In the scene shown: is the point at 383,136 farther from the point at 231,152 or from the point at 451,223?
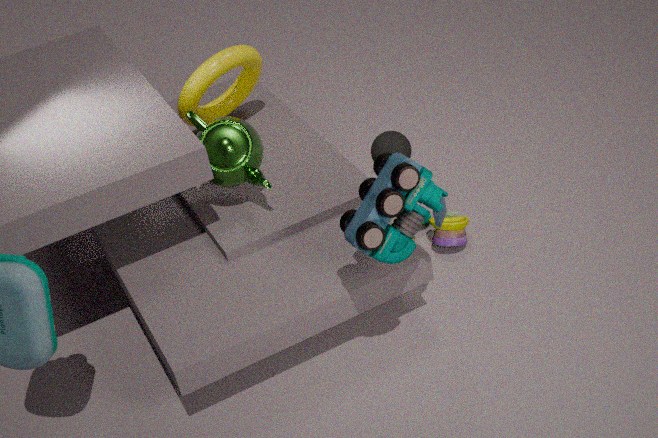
the point at 231,152
